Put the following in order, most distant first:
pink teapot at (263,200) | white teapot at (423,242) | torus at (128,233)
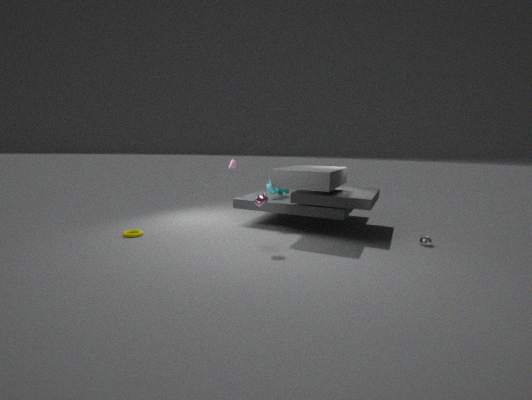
torus at (128,233), white teapot at (423,242), pink teapot at (263,200)
